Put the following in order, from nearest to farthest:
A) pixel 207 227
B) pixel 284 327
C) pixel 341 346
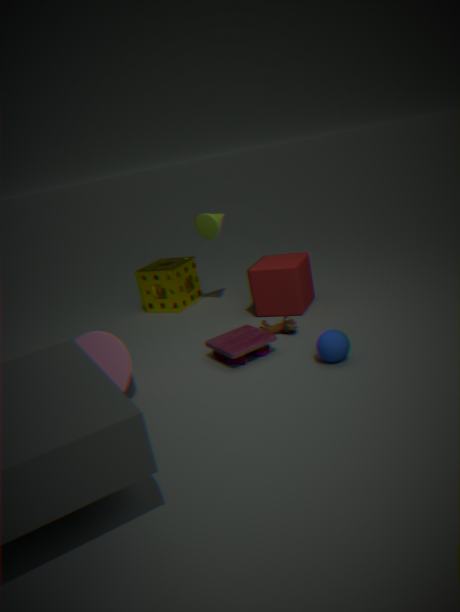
pixel 341 346
pixel 284 327
pixel 207 227
